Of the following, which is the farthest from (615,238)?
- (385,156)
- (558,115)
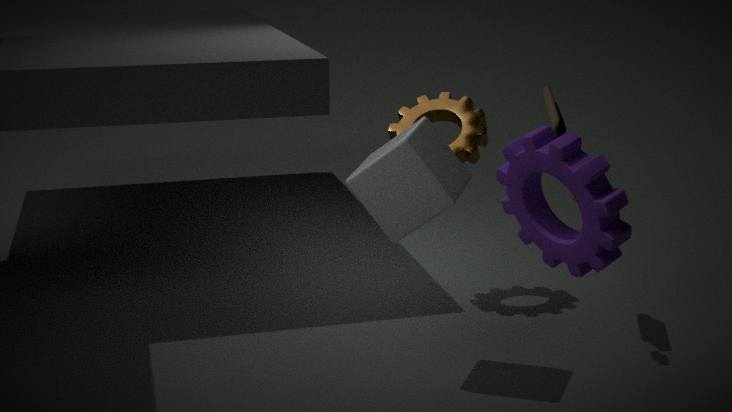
(558,115)
